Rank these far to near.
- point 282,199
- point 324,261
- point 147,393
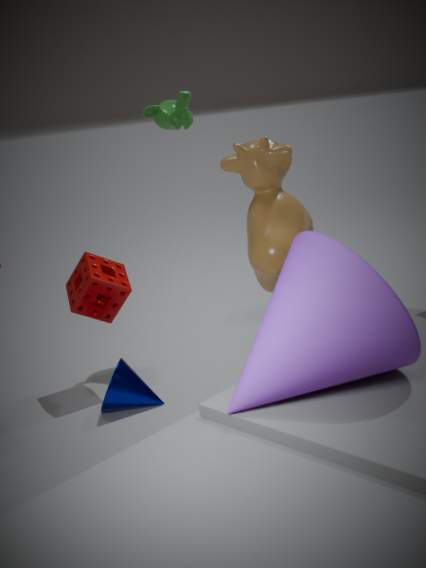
point 147,393
point 282,199
point 324,261
